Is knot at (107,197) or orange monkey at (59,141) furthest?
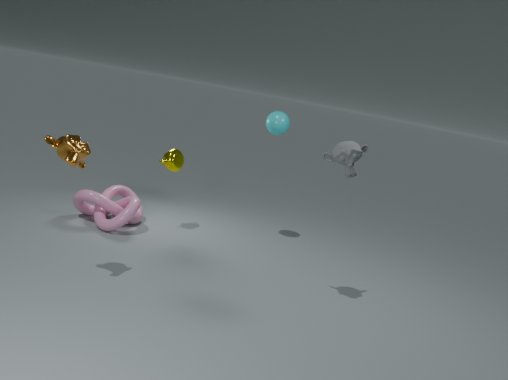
knot at (107,197)
